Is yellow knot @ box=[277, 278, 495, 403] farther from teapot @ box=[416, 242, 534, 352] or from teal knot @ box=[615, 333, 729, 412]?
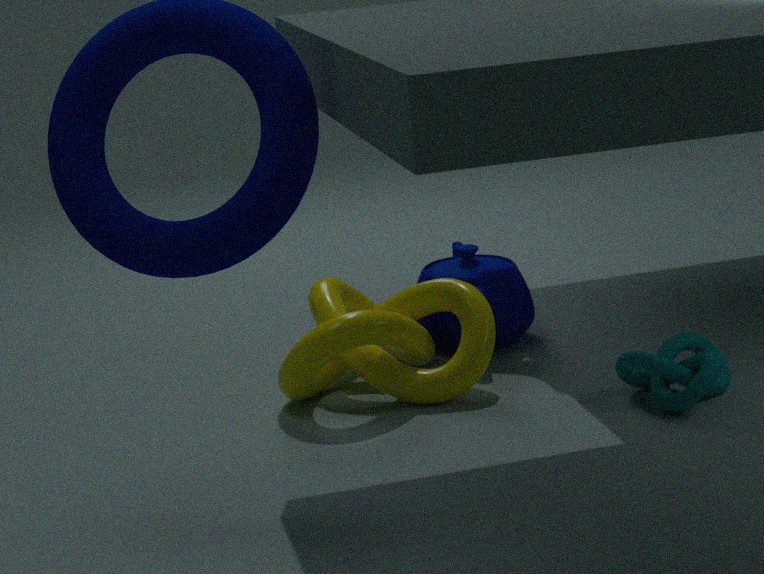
teal knot @ box=[615, 333, 729, 412]
